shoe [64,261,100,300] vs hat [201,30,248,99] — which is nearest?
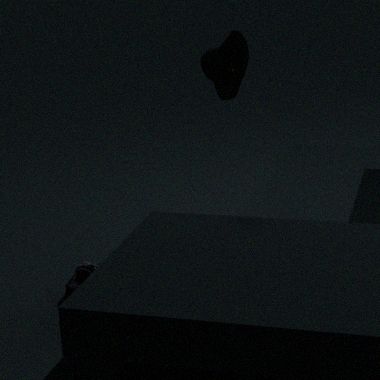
shoe [64,261,100,300]
